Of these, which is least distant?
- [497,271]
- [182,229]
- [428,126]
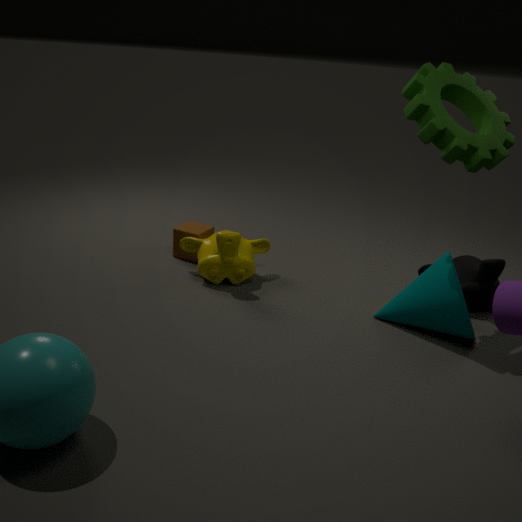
[428,126]
